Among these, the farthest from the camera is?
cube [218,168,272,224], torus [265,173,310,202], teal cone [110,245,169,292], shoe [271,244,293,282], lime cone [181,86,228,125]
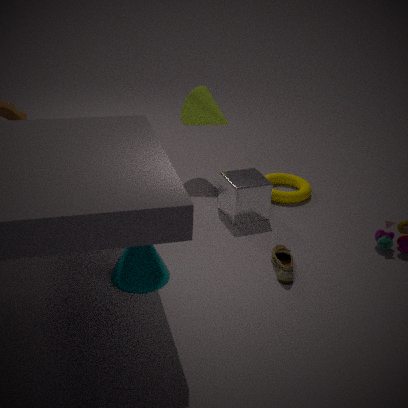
lime cone [181,86,228,125]
